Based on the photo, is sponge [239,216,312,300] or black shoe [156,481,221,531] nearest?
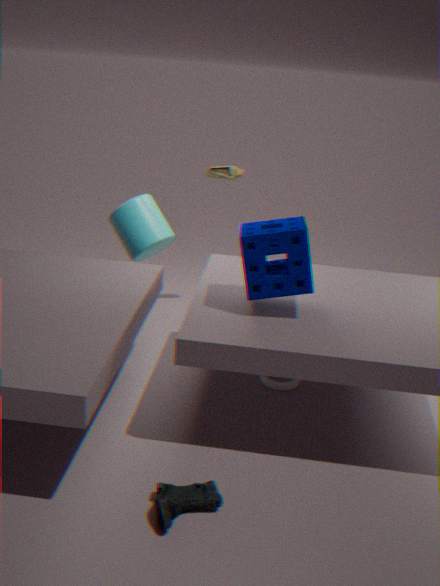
black shoe [156,481,221,531]
